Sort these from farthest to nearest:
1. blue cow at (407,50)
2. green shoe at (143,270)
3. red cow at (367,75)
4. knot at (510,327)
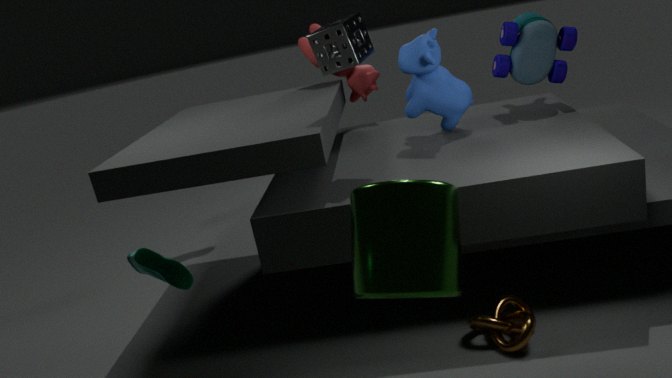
red cow at (367,75) → blue cow at (407,50) → knot at (510,327) → green shoe at (143,270)
